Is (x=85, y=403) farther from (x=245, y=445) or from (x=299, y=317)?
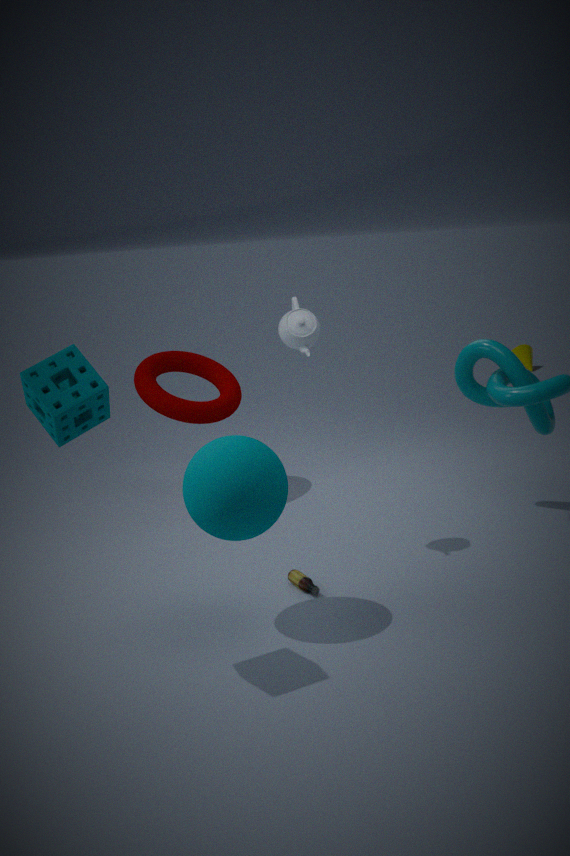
(x=299, y=317)
